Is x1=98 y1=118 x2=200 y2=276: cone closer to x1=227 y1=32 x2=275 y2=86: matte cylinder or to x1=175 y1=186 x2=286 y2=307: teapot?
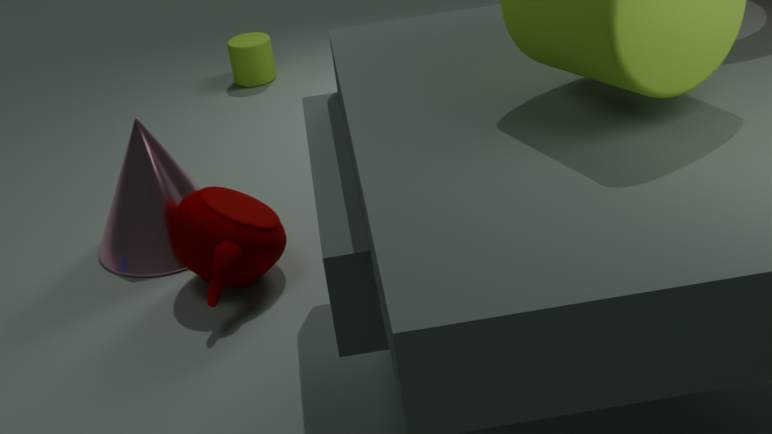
x1=175 y1=186 x2=286 y2=307: teapot
